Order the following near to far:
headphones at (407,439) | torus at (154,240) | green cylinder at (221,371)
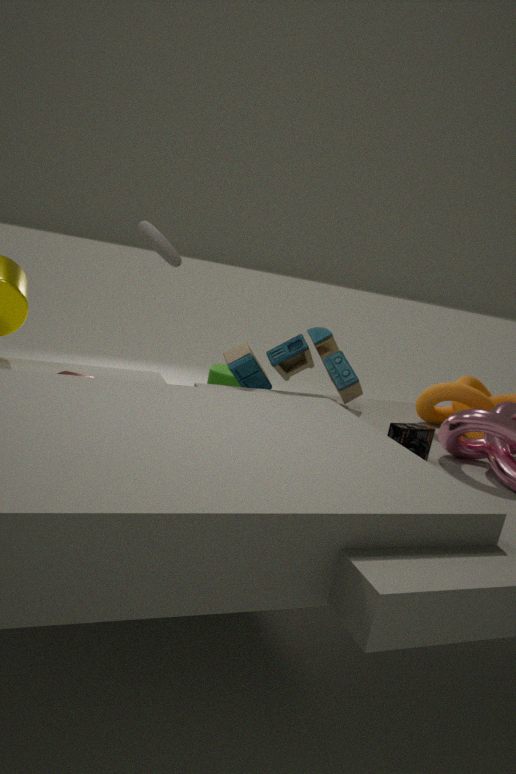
headphones at (407,439) < torus at (154,240) < green cylinder at (221,371)
